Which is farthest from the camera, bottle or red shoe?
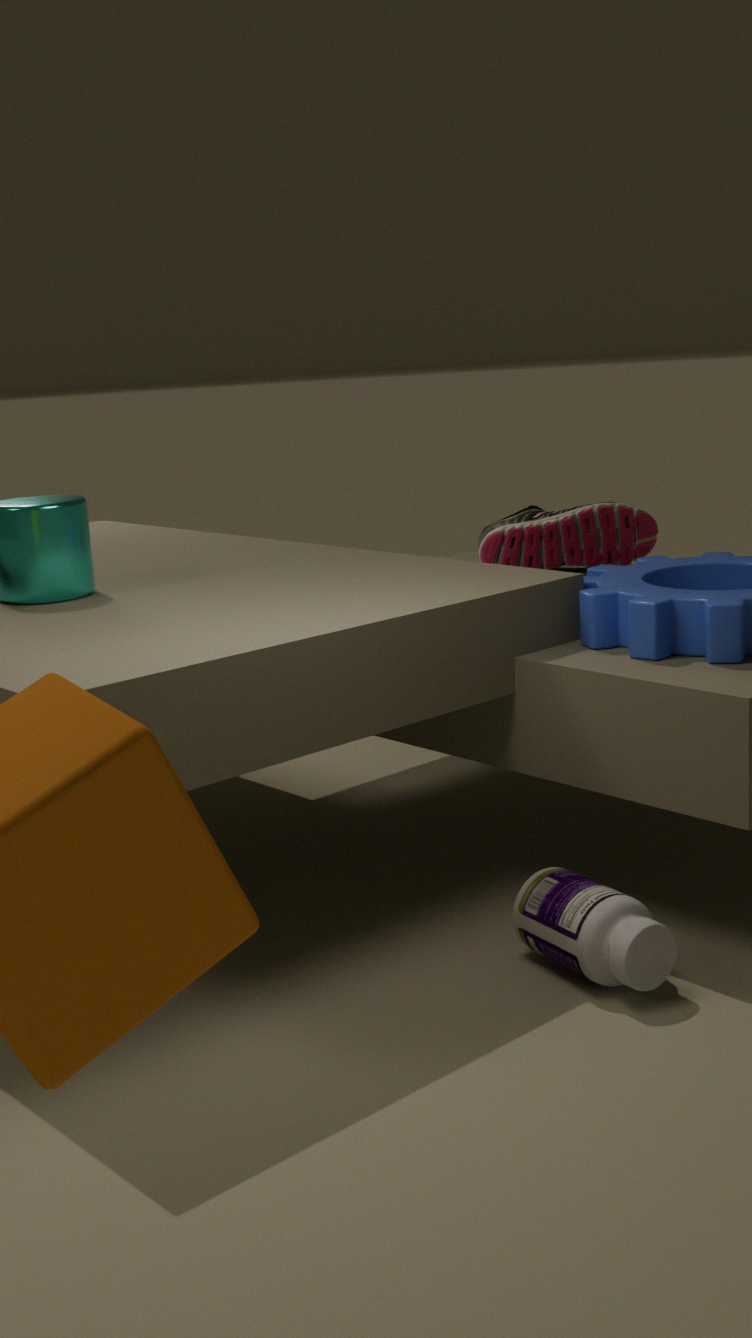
red shoe
